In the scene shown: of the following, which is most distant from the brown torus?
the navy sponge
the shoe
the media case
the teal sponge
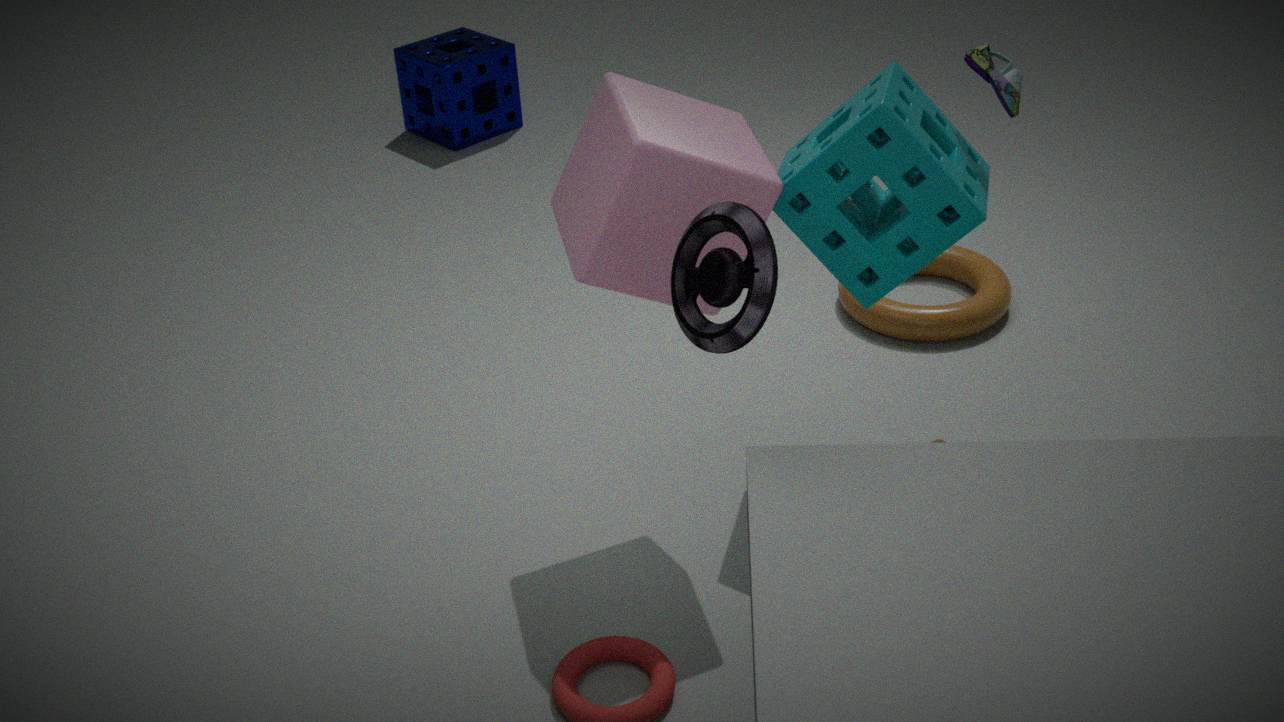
the navy sponge
